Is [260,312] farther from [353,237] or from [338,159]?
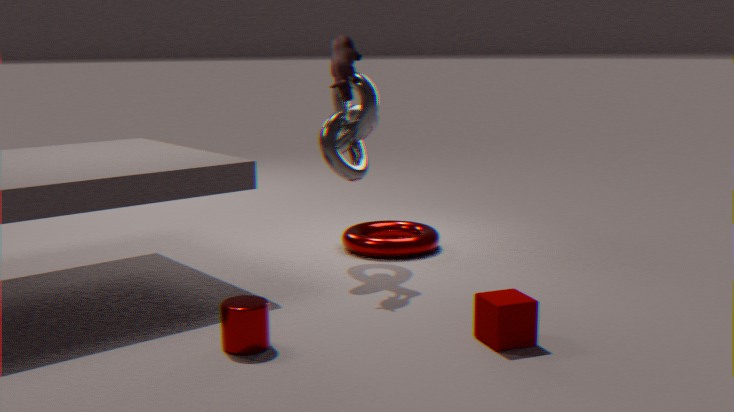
[353,237]
